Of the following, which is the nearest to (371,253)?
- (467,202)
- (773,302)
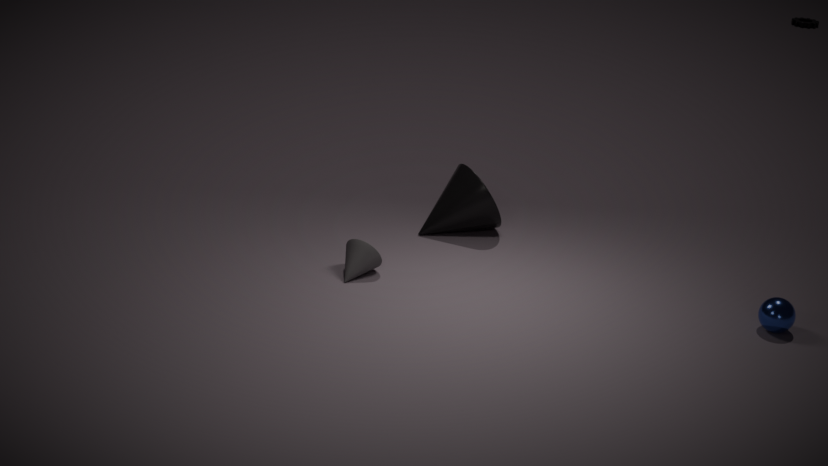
(467,202)
